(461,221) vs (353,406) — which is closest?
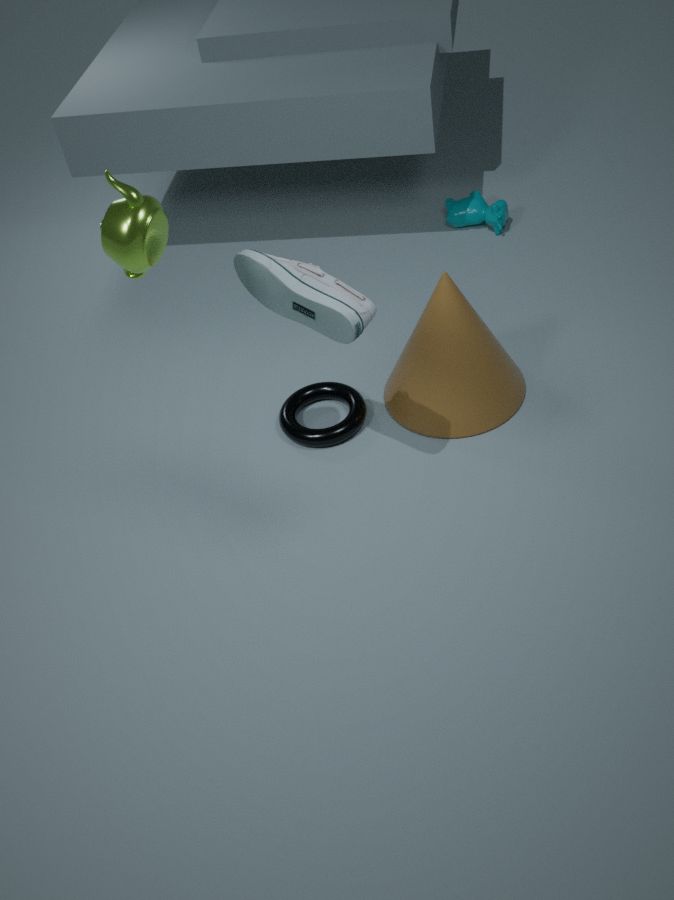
(353,406)
